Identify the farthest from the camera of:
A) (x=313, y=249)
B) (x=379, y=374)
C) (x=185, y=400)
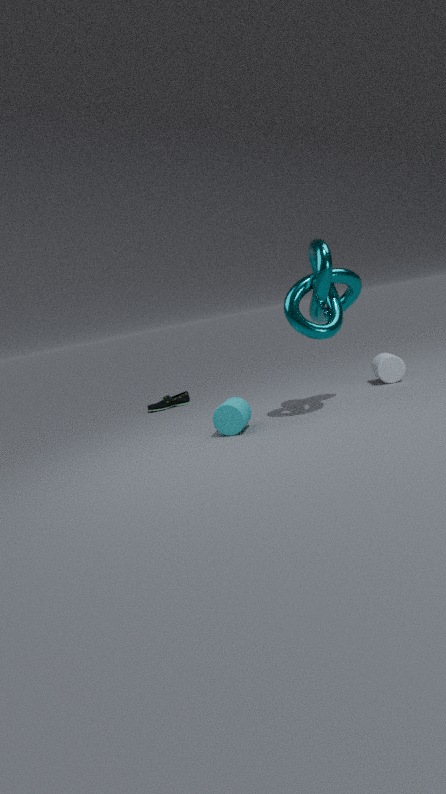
(x=185, y=400)
